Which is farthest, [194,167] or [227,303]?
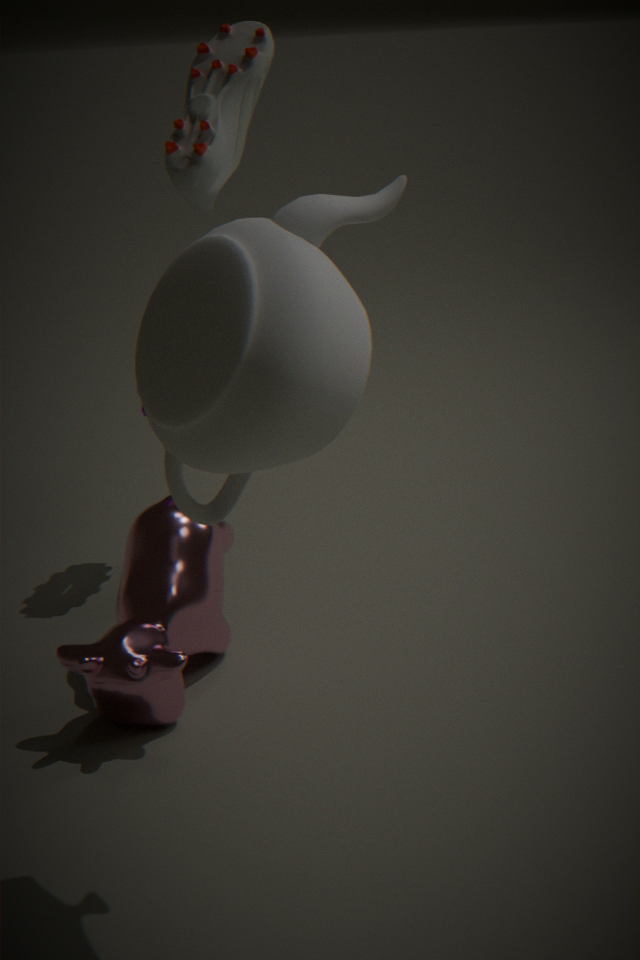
[194,167]
